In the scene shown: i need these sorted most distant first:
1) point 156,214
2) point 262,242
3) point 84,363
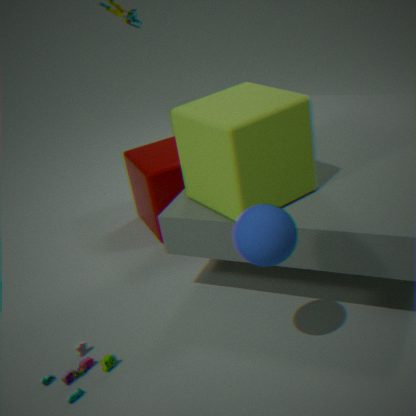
1. 1. point 156,214
2. 3. point 84,363
3. 2. point 262,242
